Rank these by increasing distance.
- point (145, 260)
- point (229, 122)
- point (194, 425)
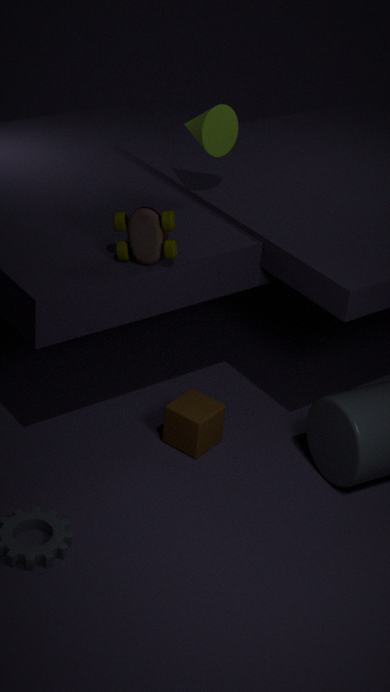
1. point (145, 260)
2. point (194, 425)
3. point (229, 122)
